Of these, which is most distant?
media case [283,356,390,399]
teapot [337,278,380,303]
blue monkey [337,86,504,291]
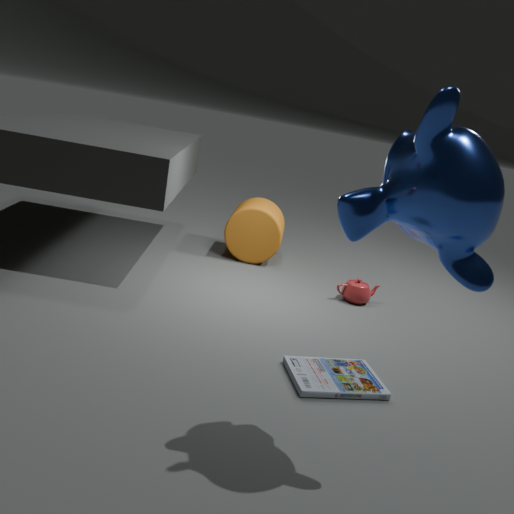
teapot [337,278,380,303]
